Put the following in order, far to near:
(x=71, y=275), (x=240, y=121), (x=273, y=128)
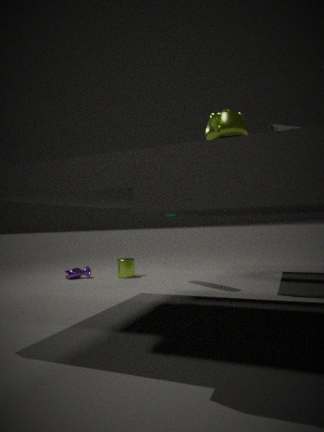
1. (x=71, y=275)
2. (x=273, y=128)
3. (x=240, y=121)
